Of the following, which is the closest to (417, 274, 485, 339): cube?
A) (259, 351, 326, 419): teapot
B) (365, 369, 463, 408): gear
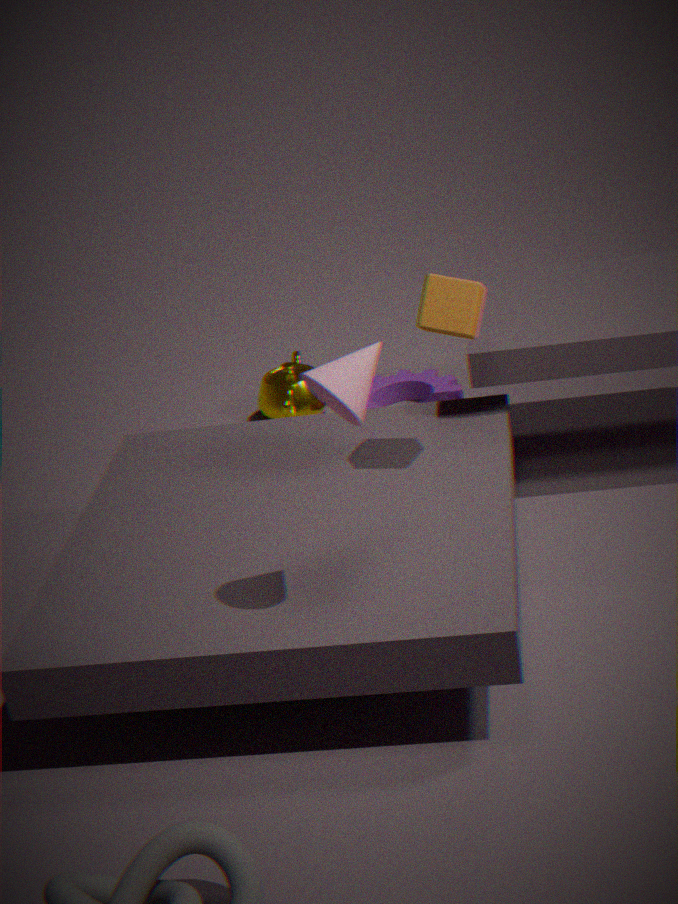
(365, 369, 463, 408): gear
